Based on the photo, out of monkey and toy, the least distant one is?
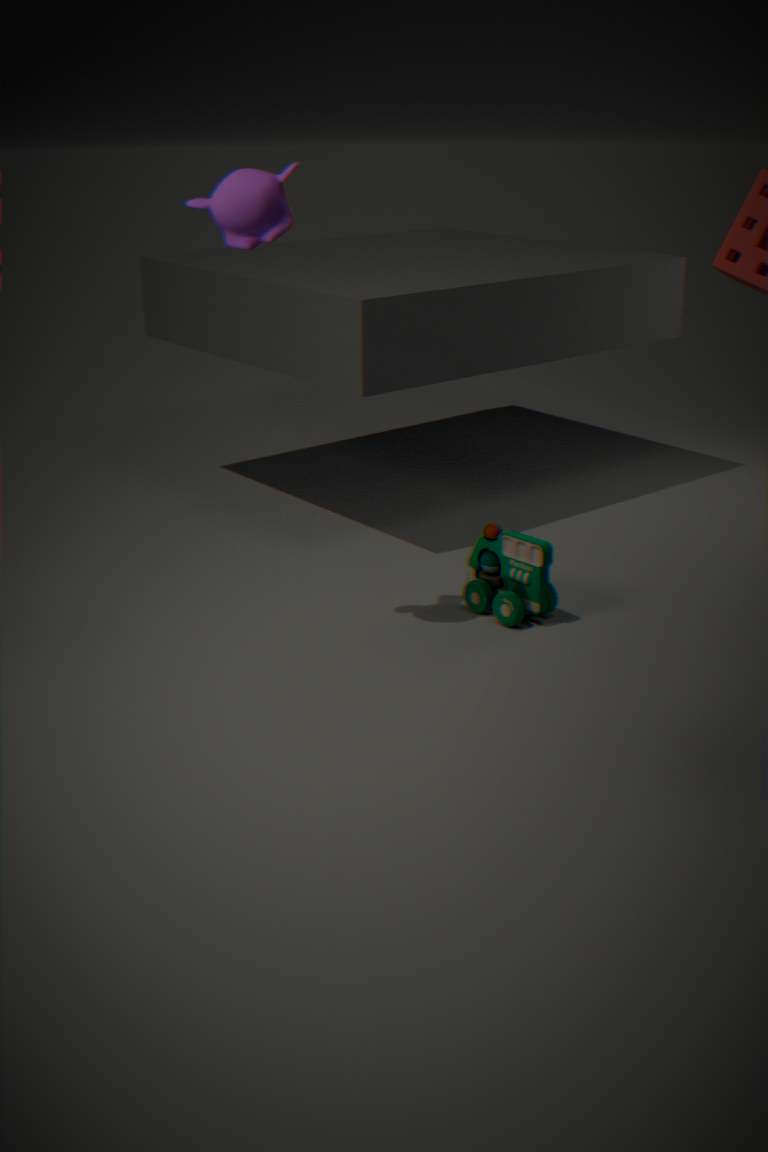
monkey
